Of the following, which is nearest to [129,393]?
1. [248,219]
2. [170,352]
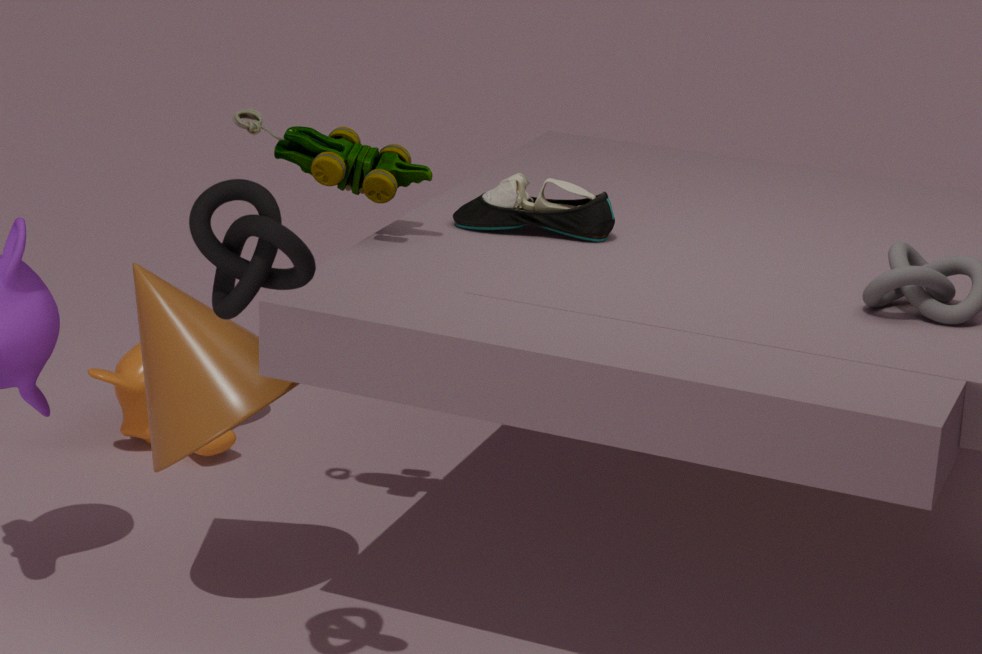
[170,352]
